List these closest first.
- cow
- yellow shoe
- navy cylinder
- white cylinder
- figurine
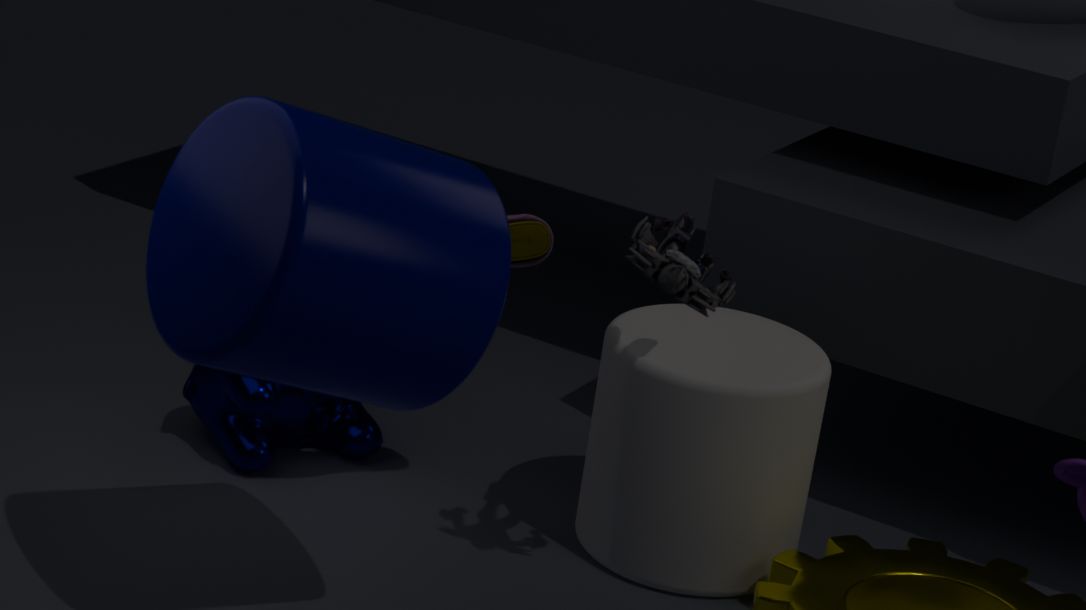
navy cylinder
figurine
white cylinder
yellow shoe
cow
